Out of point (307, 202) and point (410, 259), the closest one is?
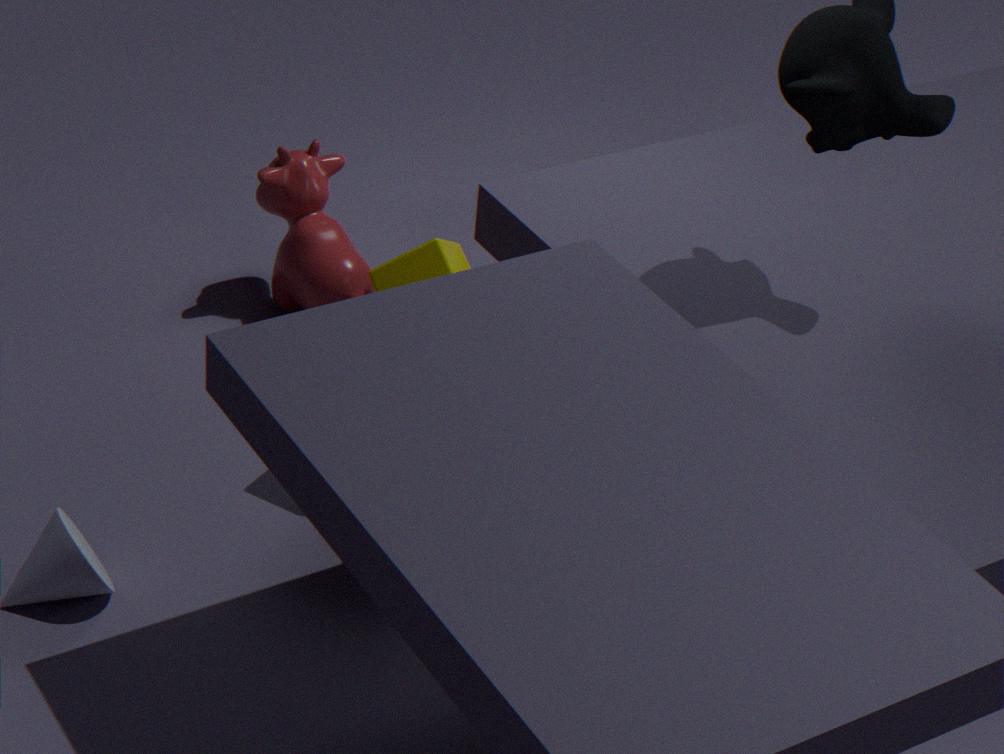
point (410, 259)
